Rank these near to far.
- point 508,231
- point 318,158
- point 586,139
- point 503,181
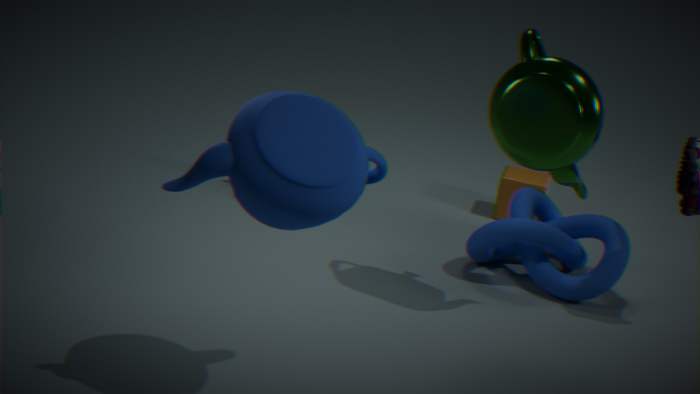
point 318,158 < point 586,139 < point 508,231 < point 503,181
